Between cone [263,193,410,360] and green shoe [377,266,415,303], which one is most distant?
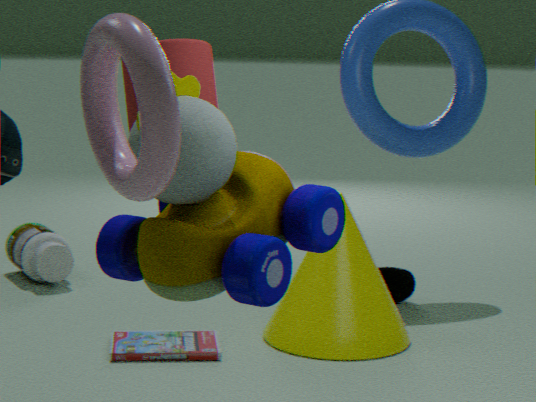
green shoe [377,266,415,303]
